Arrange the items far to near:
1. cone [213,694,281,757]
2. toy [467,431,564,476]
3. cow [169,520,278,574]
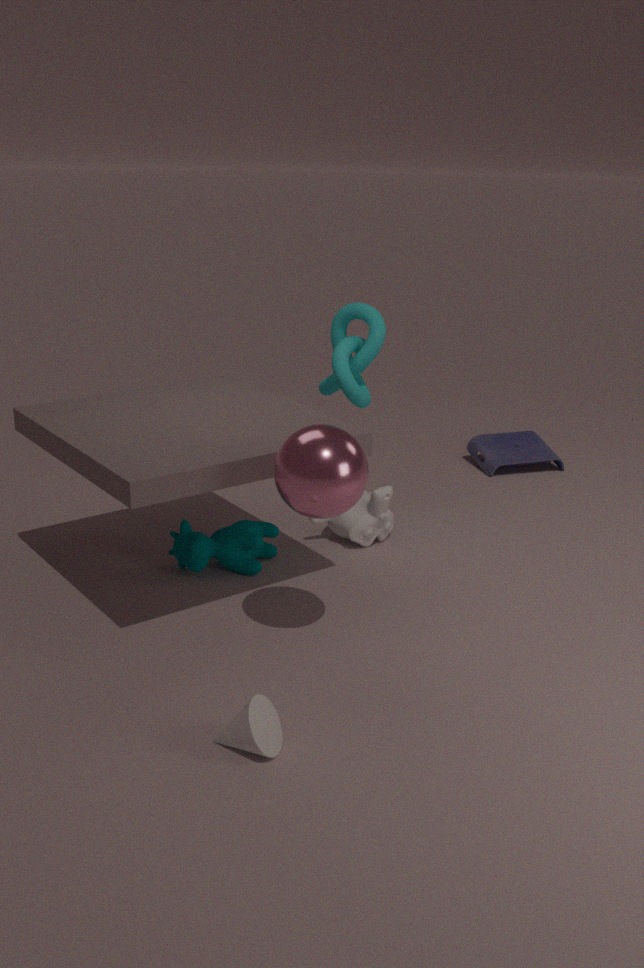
toy [467,431,564,476] → cow [169,520,278,574] → cone [213,694,281,757]
